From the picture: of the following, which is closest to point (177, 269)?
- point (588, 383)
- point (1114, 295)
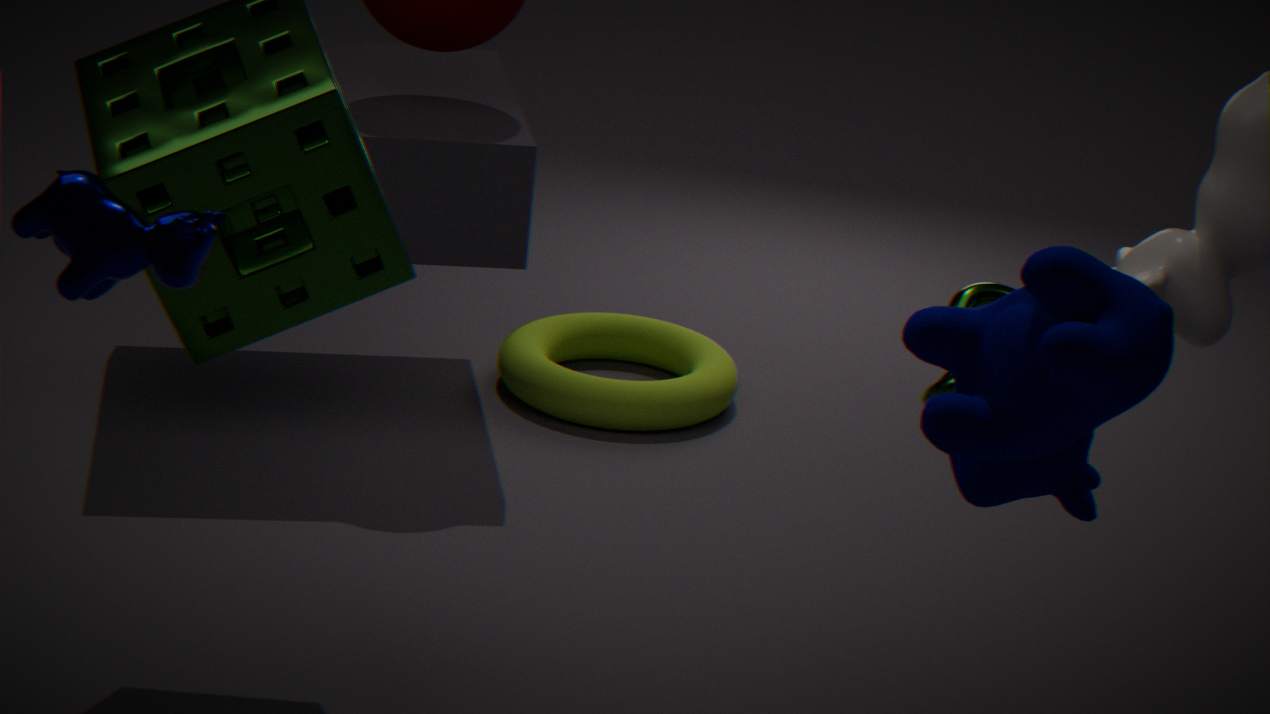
point (1114, 295)
